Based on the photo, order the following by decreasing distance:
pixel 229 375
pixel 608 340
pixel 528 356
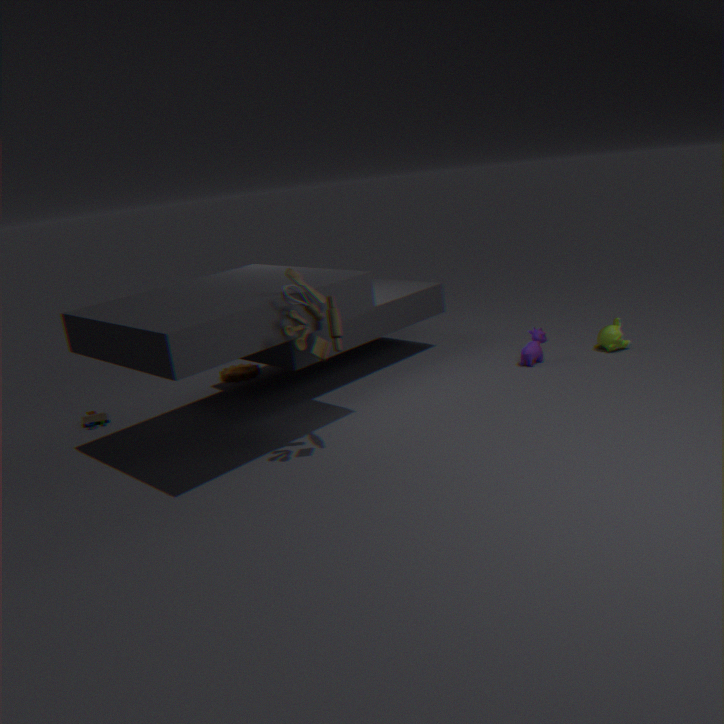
1. pixel 229 375
2. pixel 608 340
3. pixel 528 356
